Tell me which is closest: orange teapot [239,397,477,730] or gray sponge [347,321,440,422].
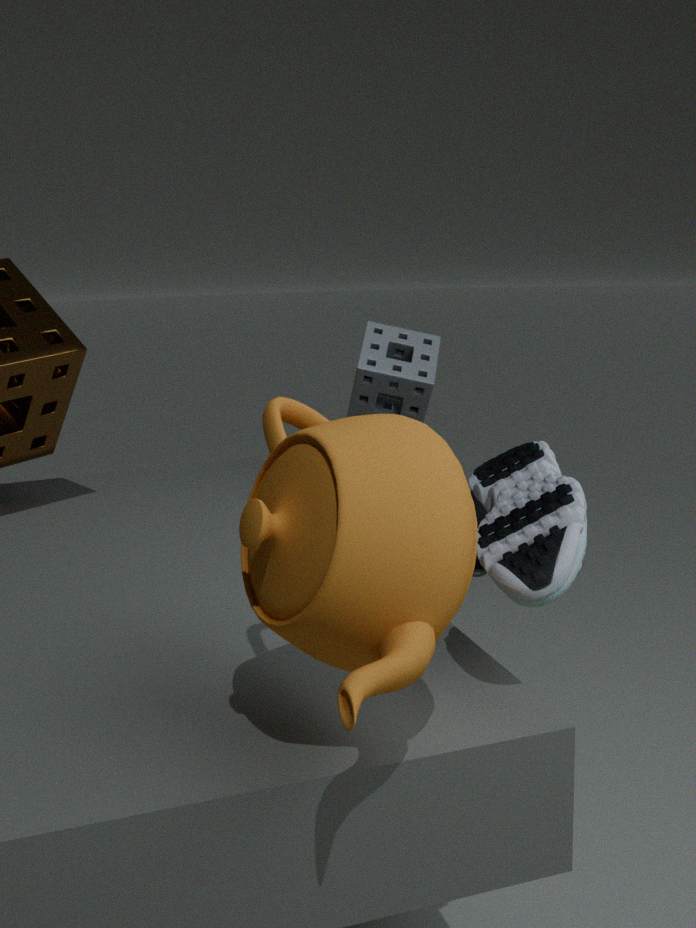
orange teapot [239,397,477,730]
